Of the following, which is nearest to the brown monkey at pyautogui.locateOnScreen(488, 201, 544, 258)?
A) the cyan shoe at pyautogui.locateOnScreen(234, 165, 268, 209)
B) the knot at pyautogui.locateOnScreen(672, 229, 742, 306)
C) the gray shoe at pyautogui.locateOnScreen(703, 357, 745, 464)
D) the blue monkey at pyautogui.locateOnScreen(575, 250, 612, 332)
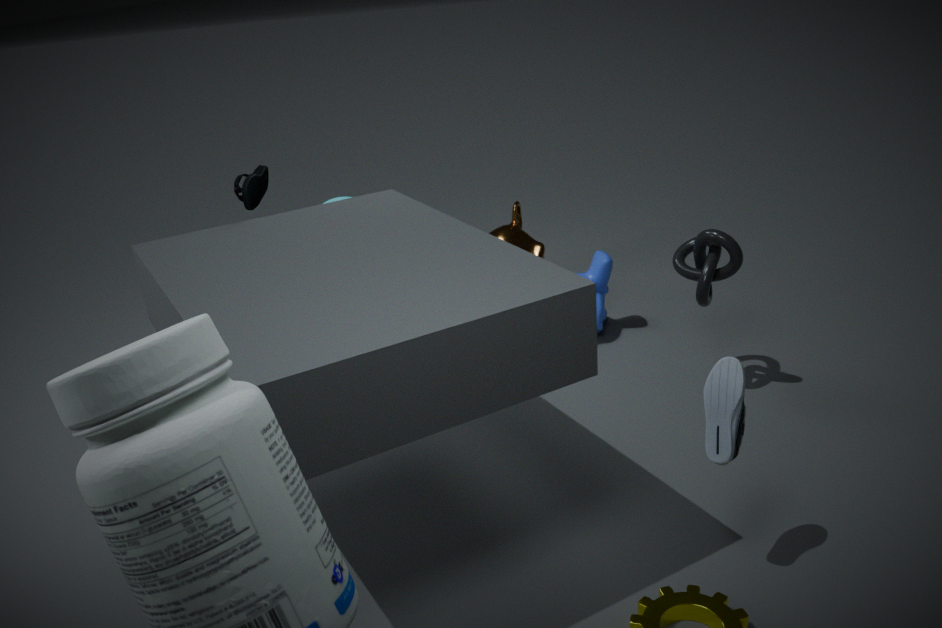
the blue monkey at pyautogui.locateOnScreen(575, 250, 612, 332)
